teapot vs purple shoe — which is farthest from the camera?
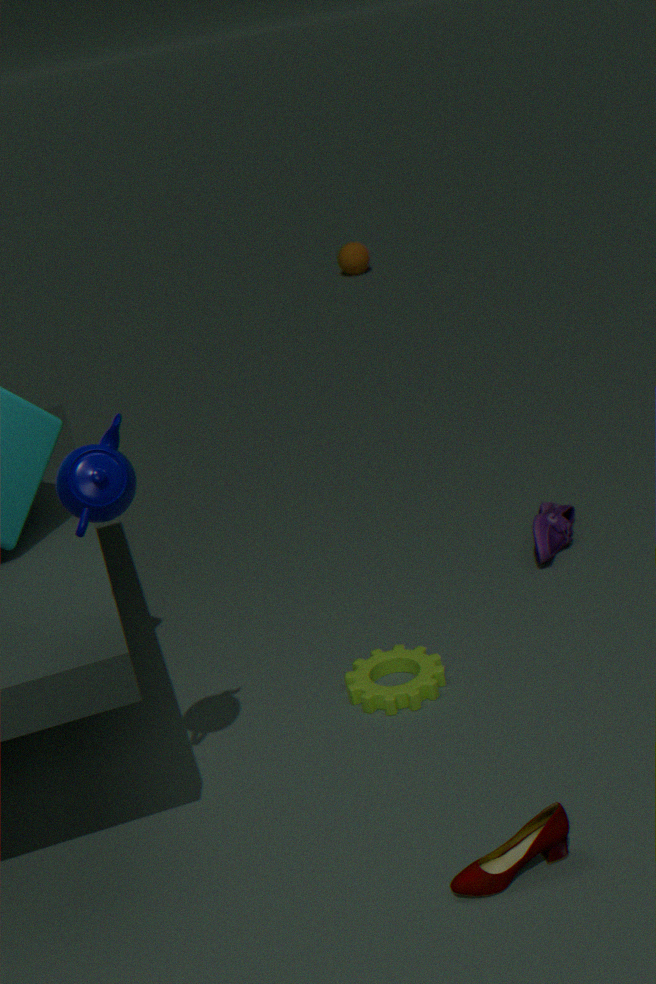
purple shoe
